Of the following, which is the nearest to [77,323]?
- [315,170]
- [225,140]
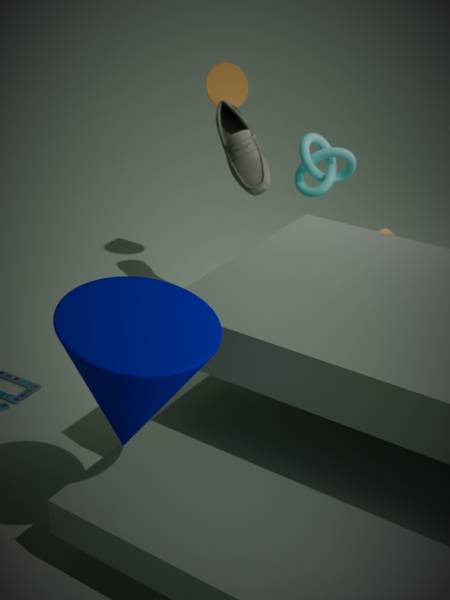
[315,170]
